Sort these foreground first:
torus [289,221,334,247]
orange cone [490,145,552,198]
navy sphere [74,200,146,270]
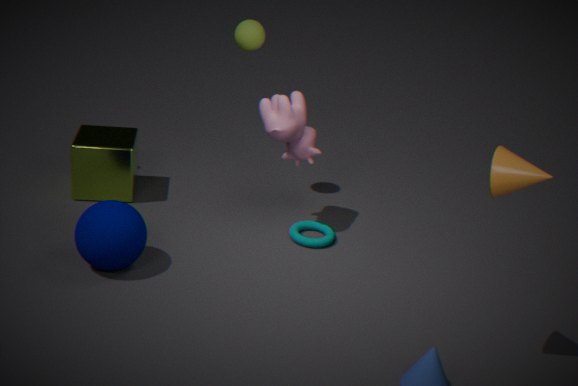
orange cone [490,145,552,198]
navy sphere [74,200,146,270]
torus [289,221,334,247]
